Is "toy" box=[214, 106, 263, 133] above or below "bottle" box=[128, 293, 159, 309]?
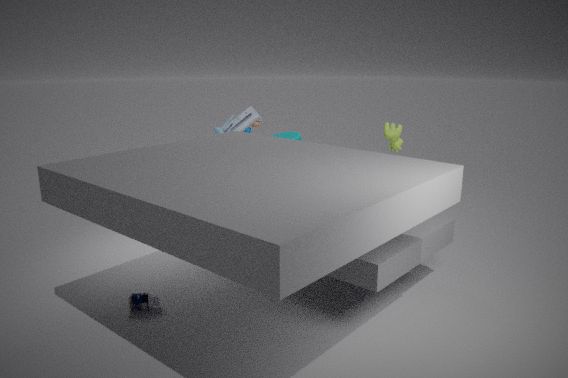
above
